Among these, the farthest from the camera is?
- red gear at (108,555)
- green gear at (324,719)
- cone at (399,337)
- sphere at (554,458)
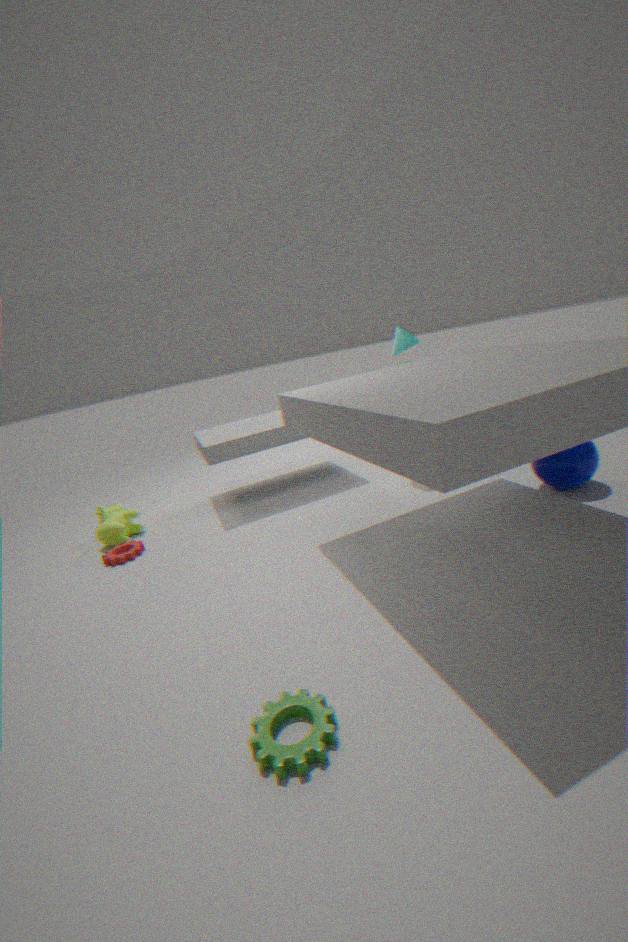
cone at (399,337)
